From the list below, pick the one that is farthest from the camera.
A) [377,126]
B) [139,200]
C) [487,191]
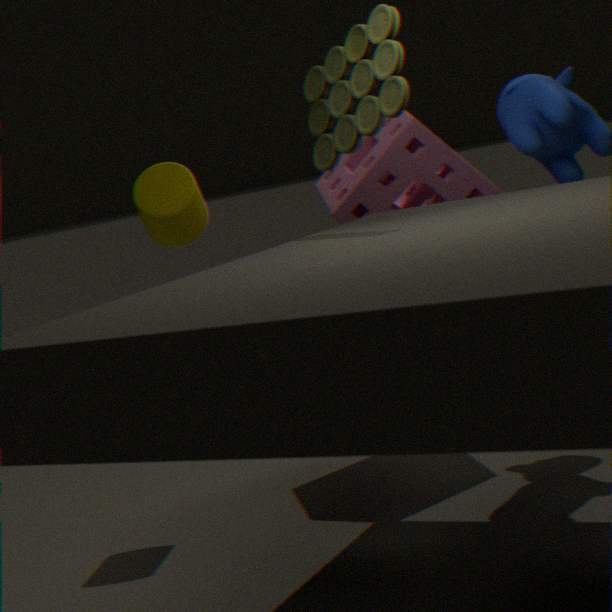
[487,191]
